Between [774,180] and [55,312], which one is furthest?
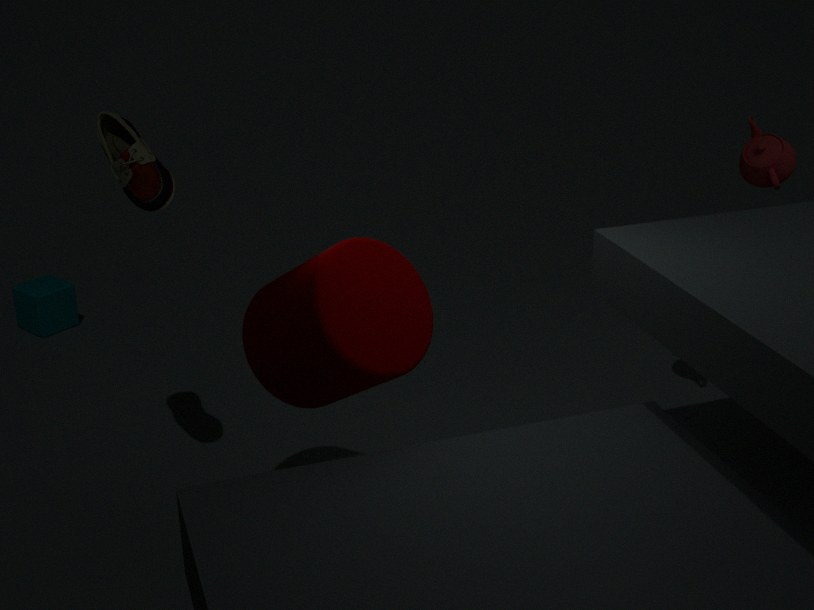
[55,312]
